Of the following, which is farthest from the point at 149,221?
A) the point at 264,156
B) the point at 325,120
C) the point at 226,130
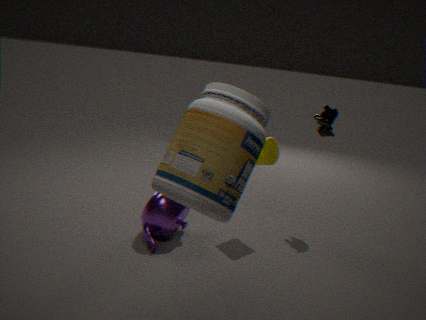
the point at 325,120
